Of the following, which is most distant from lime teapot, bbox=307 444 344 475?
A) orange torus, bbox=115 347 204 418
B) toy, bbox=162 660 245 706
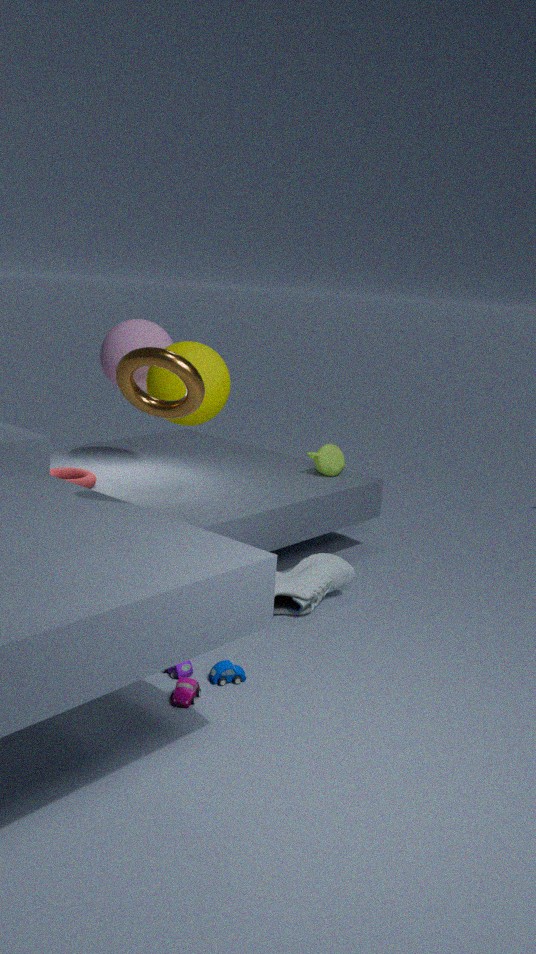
orange torus, bbox=115 347 204 418
